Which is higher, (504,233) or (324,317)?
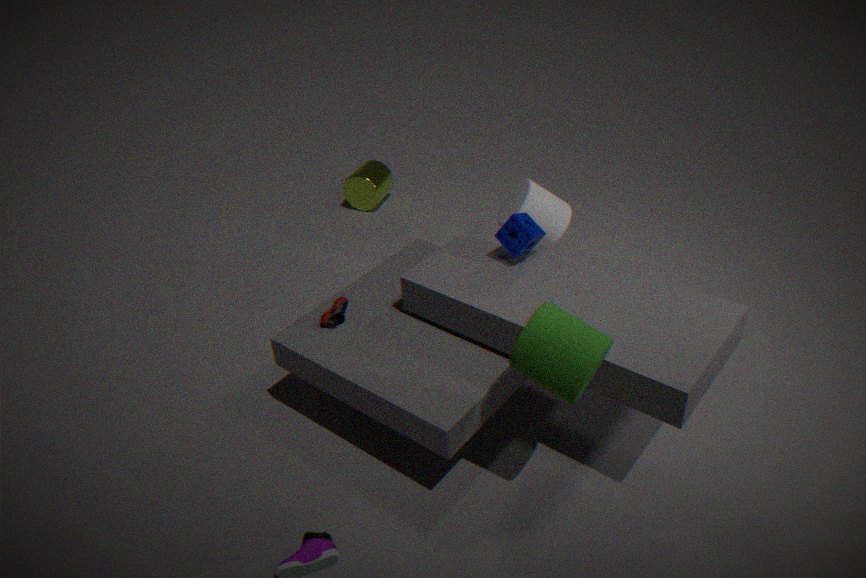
(504,233)
